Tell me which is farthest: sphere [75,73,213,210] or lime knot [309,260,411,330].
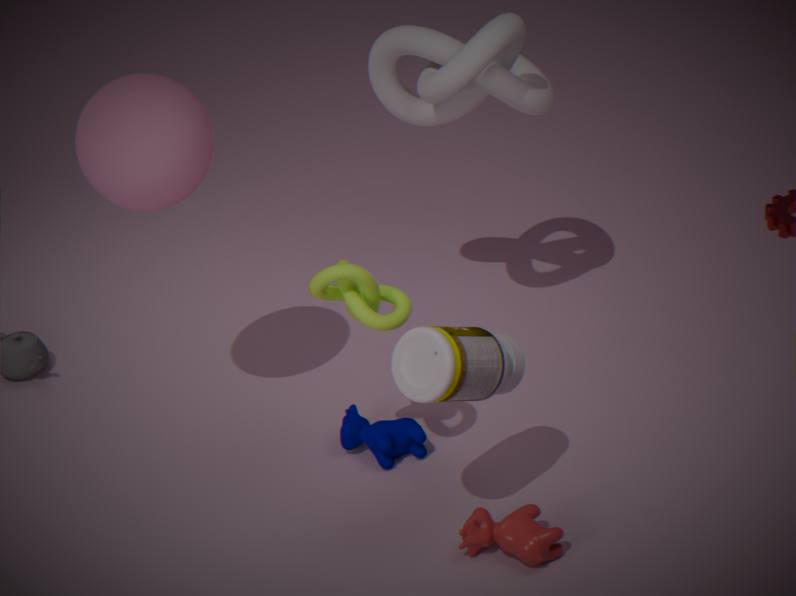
sphere [75,73,213,210]
